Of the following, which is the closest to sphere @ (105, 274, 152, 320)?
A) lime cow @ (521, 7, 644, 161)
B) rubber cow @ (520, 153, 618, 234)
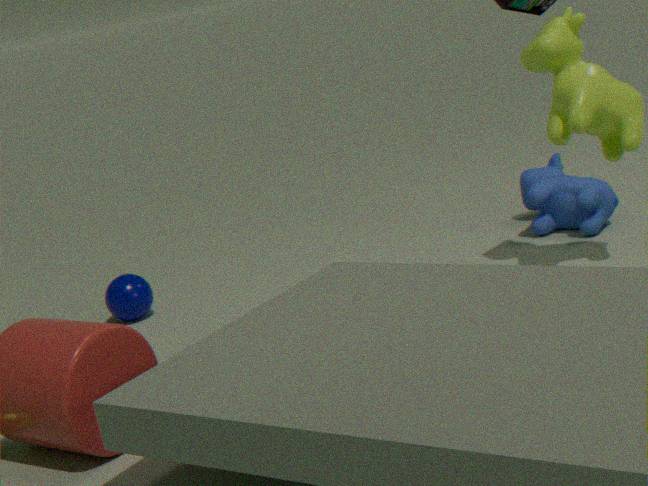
rubber cow @ (520, 153, 618, 234)
